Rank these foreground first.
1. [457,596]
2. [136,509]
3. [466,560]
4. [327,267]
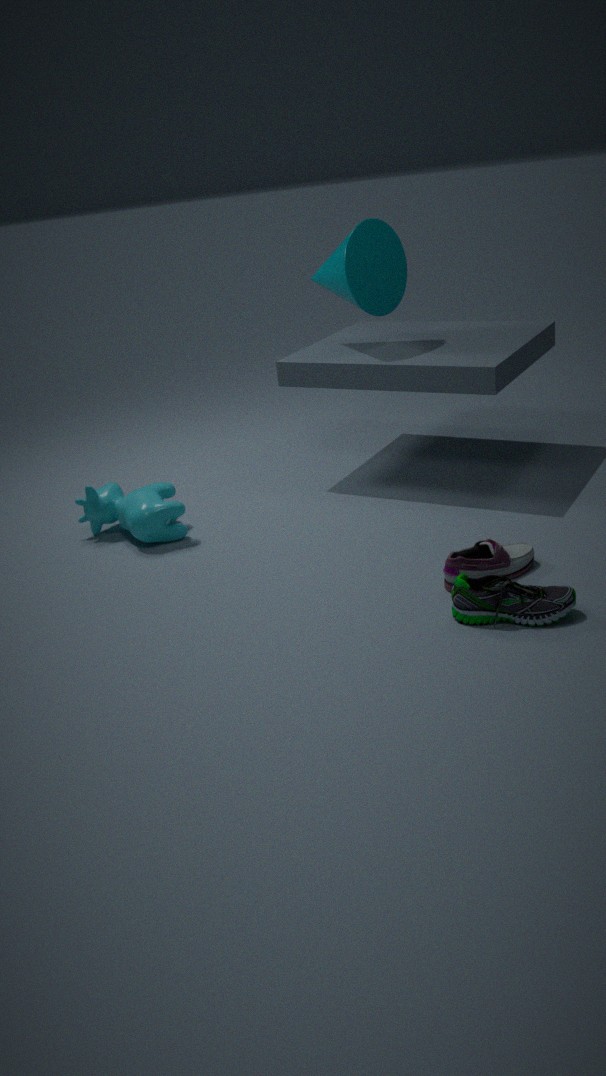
1. [457,596]
2. [466,560]
3. [136,509]
4. [327,267]
